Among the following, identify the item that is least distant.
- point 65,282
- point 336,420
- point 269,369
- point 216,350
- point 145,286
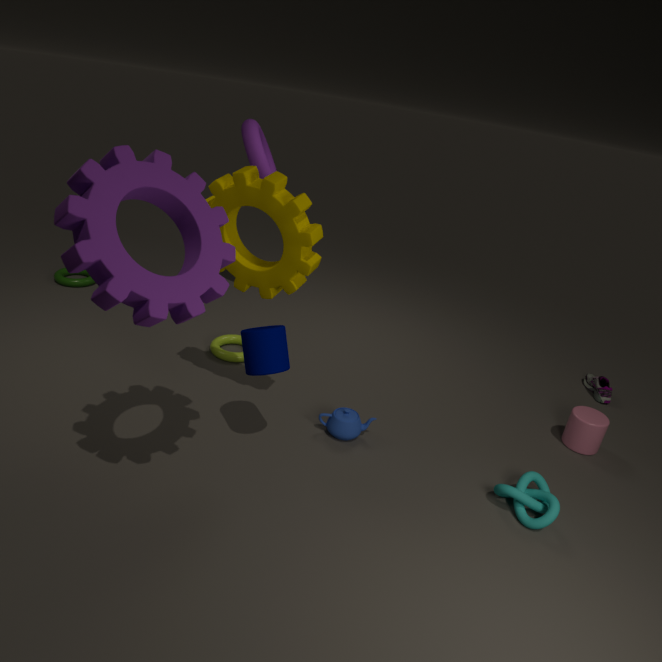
point 145,286
